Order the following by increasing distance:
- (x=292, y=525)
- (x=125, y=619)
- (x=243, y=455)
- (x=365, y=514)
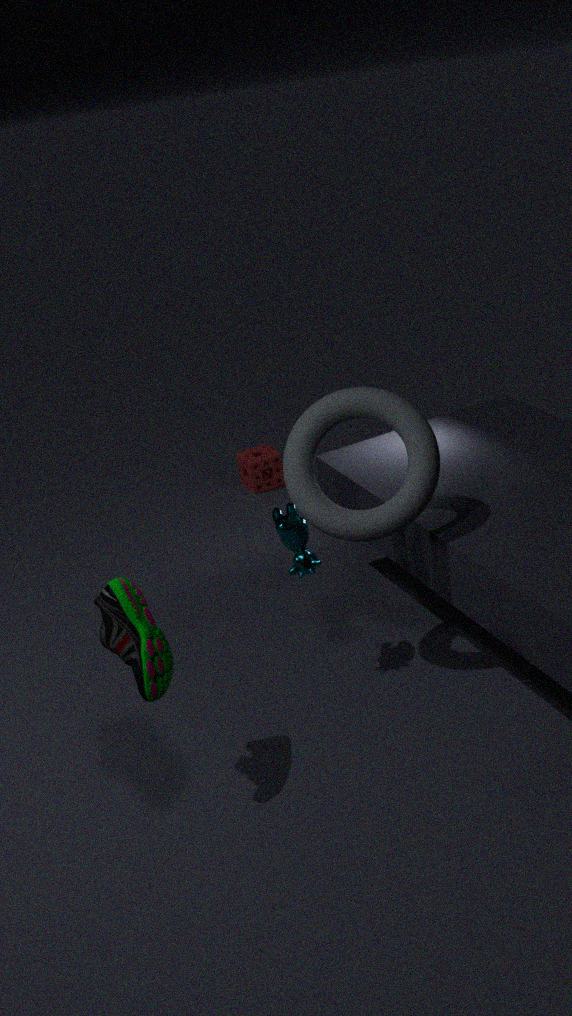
(x=125, y=619)
(x=365, y=514)
(x=292, y=525)
(x=243, y=455)
